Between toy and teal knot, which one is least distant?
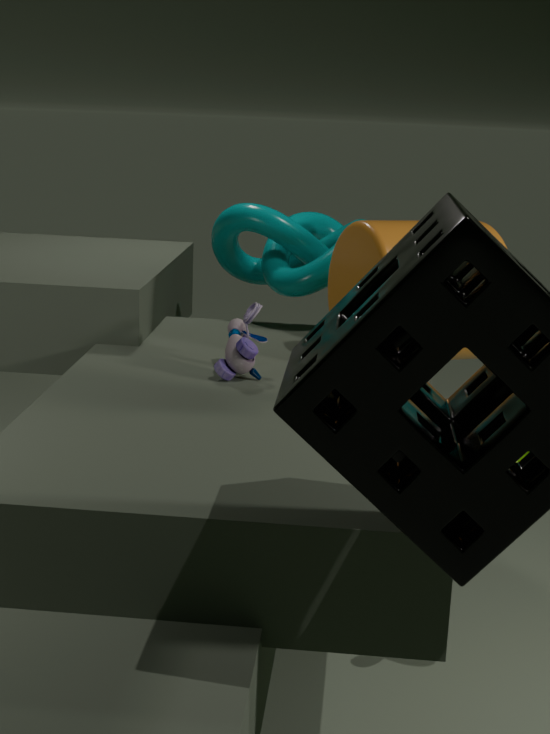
toy
